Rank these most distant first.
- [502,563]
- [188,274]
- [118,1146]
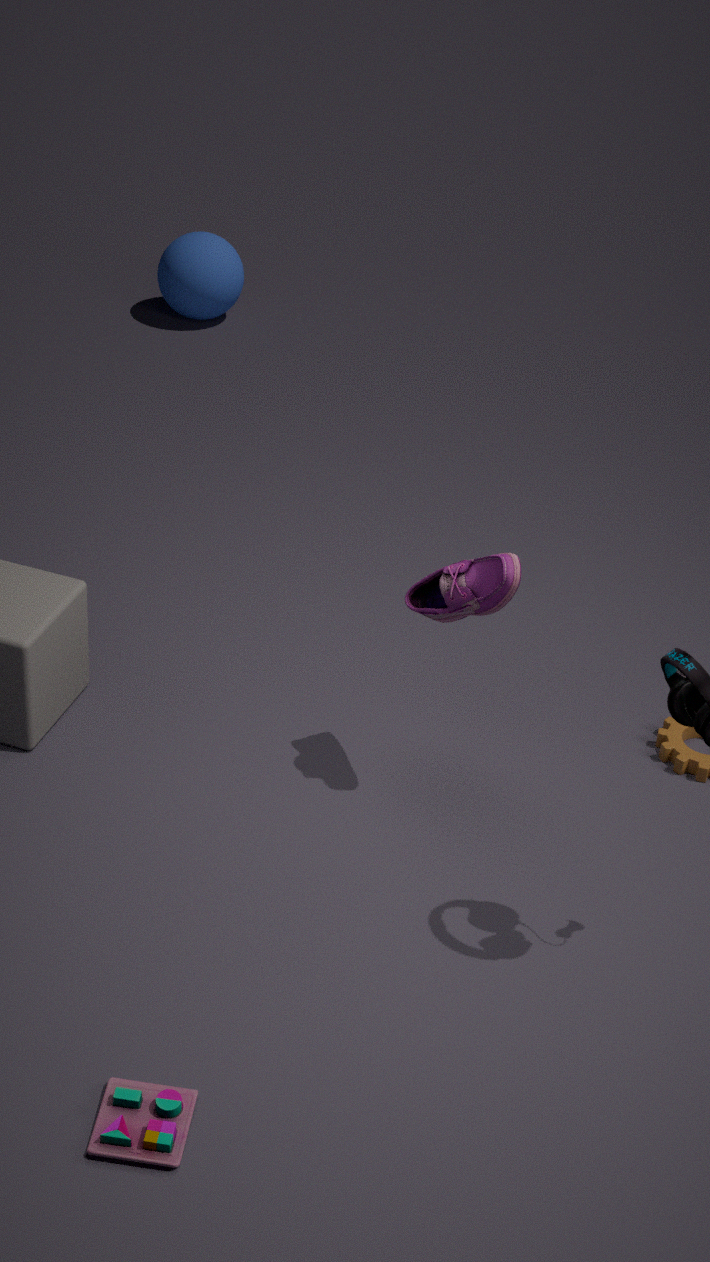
1. [188,274]
2. [502,563]
3. [118,1146]
